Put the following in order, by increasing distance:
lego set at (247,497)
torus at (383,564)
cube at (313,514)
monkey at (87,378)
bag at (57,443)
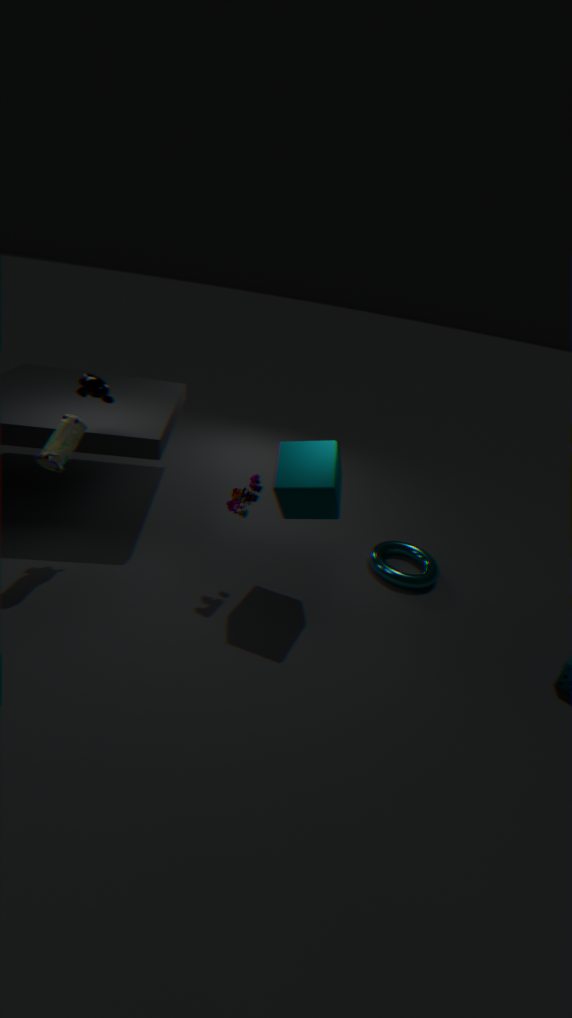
cube at (313,514)
bag at (57,443)
monkey at (87,378)
lego set at (247,497)
torus at (383,564)
